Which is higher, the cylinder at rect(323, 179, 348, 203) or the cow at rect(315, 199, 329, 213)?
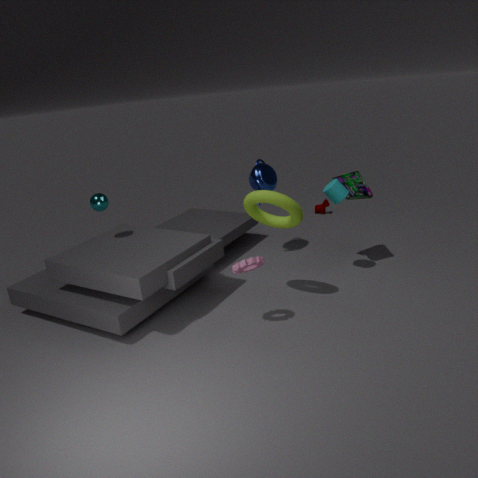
the cylinder at rect(323, 179, 348, 203)
